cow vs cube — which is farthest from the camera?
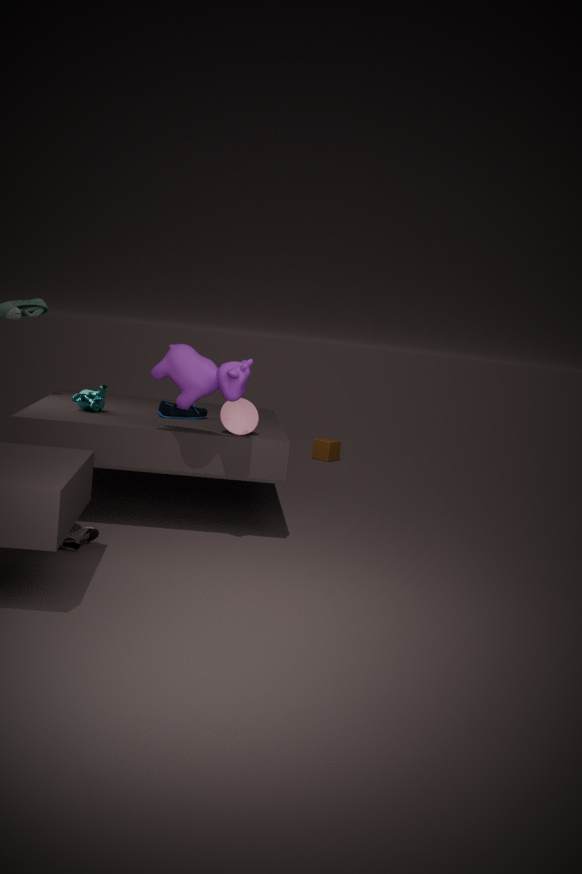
cube
